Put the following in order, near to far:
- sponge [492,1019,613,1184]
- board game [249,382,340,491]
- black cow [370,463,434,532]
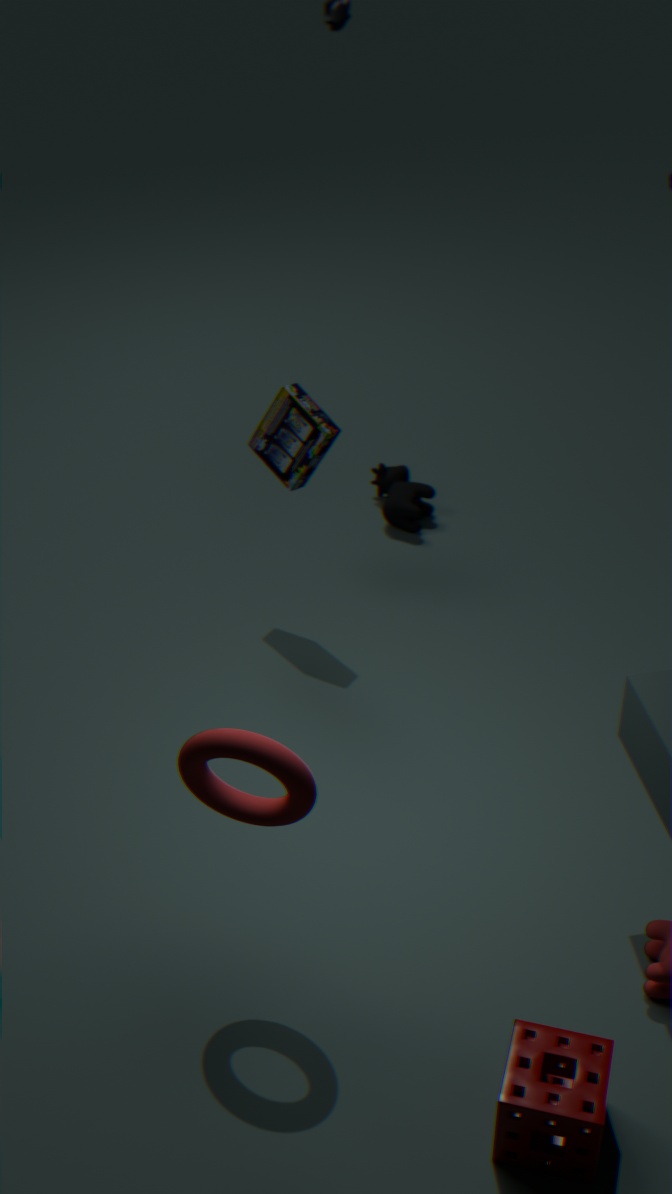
sponge [492,1019,613,1184]
board game [249,382,340,491]
black cow [370,463,434,532]
